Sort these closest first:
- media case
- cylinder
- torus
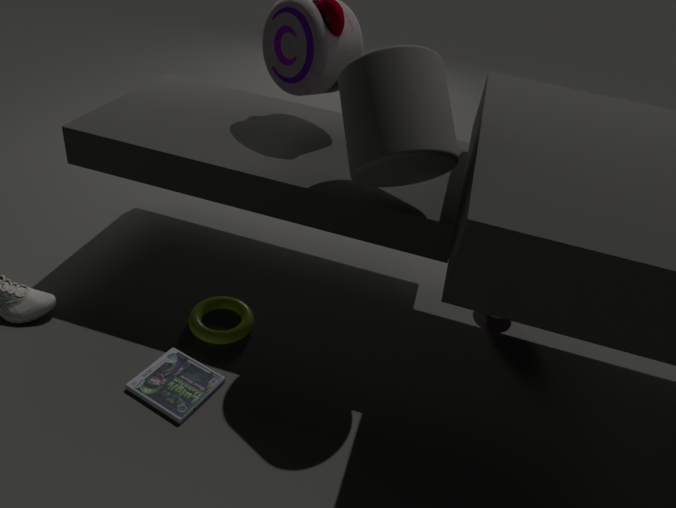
cylinder
media case
torus
